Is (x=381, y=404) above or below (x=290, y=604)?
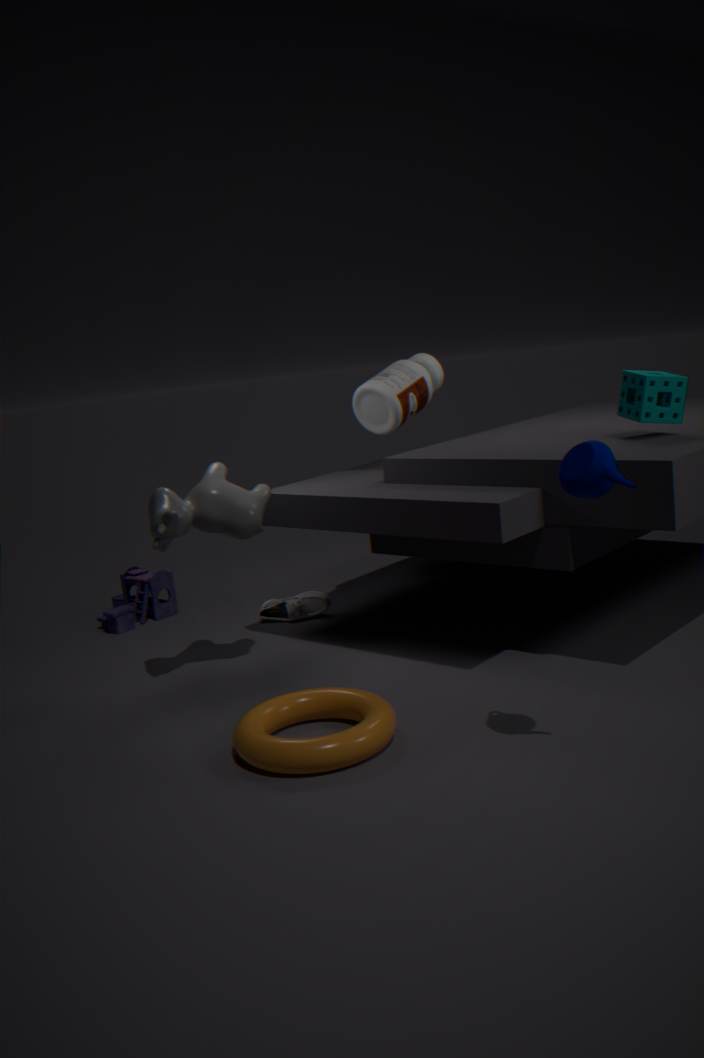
above
